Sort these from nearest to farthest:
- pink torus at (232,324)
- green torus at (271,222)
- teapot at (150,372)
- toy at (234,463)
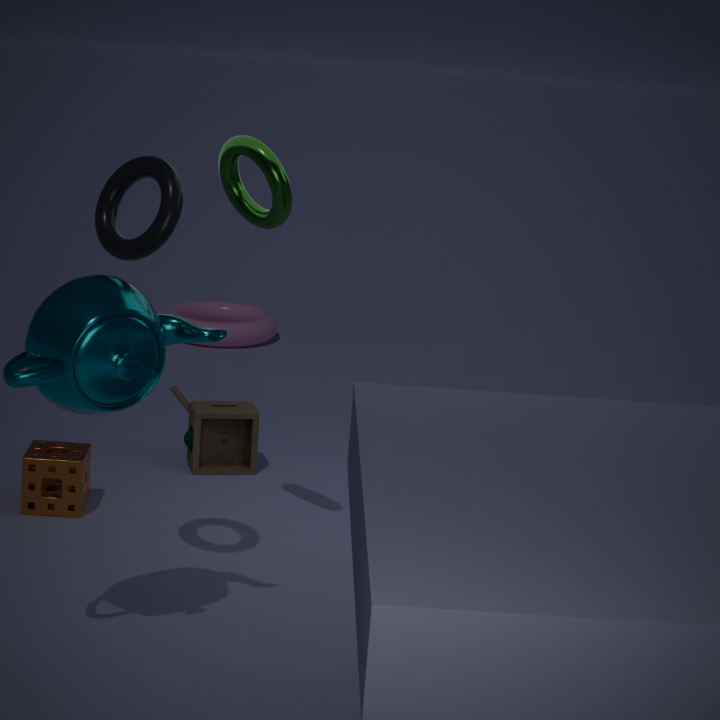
teapot at (150,372), green torus at (271,222), toy at (234,463), pink torus at (232,324)
